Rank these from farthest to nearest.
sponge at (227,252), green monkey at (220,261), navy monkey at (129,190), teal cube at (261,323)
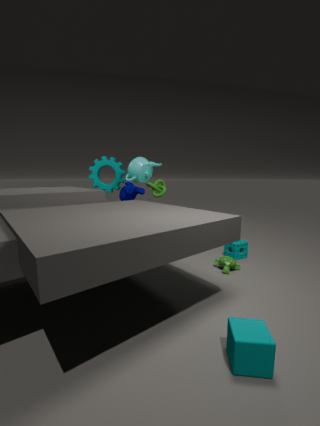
1. navy monkey at (129,190)
2. sponge at (227,252)
3. green monkey at (220,261)
4. teal cube at (261,323)
